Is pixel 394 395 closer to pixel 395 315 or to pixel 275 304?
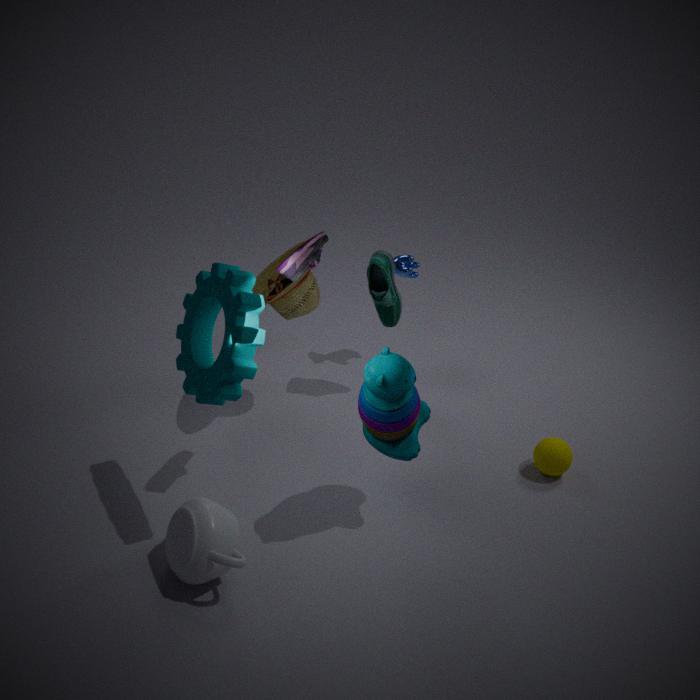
pixel 275 304
